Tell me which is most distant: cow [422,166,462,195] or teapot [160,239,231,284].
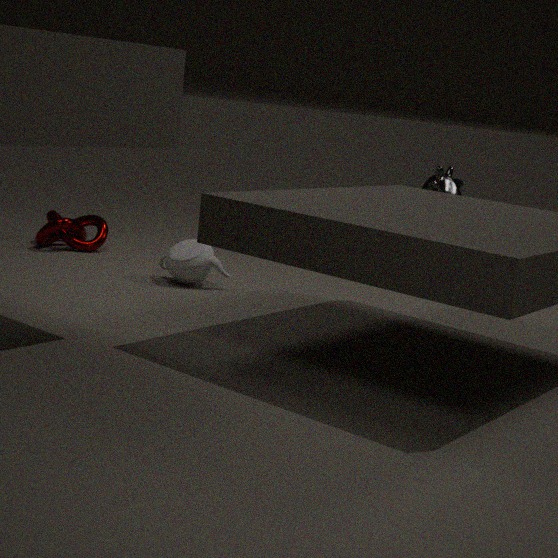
cow [422,166,462,195]
